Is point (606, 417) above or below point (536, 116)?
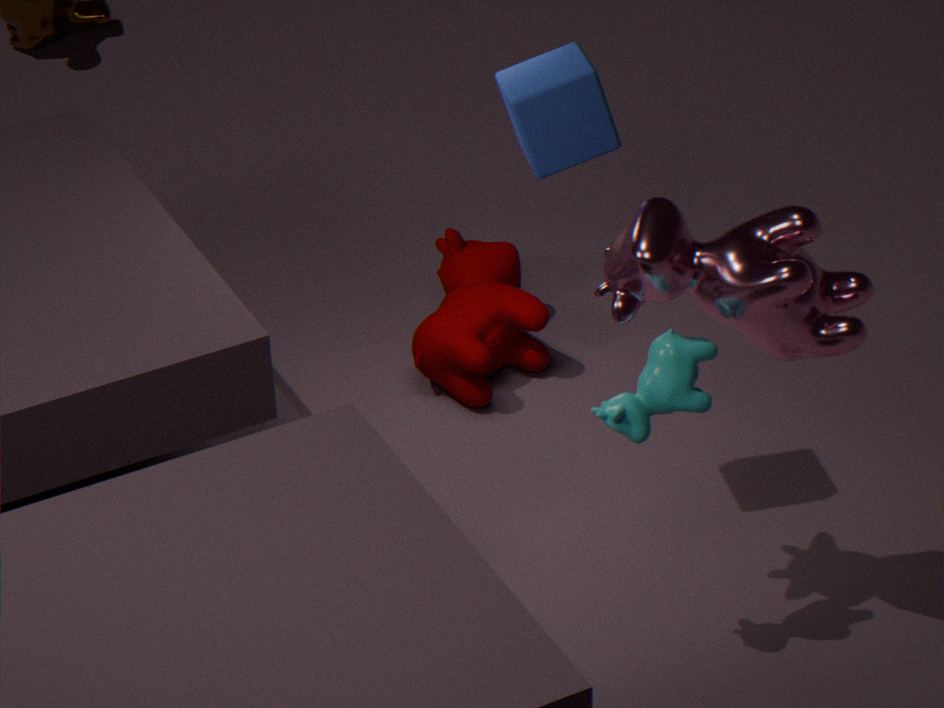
below
